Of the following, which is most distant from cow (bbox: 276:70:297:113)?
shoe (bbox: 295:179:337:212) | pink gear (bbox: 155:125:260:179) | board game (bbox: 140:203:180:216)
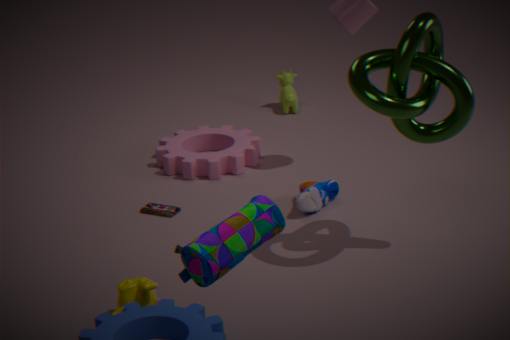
board game (bbox: 140:203:180:216)
